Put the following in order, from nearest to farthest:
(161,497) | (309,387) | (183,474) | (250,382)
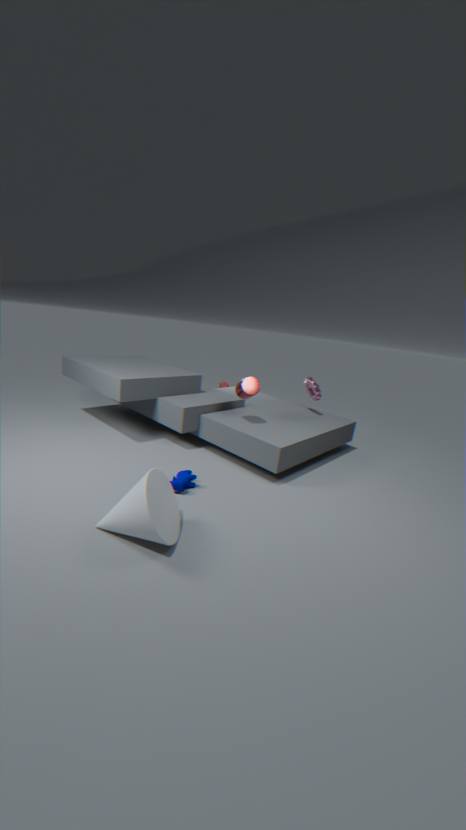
(161,497), (183,474), (250,382), (309,387)
